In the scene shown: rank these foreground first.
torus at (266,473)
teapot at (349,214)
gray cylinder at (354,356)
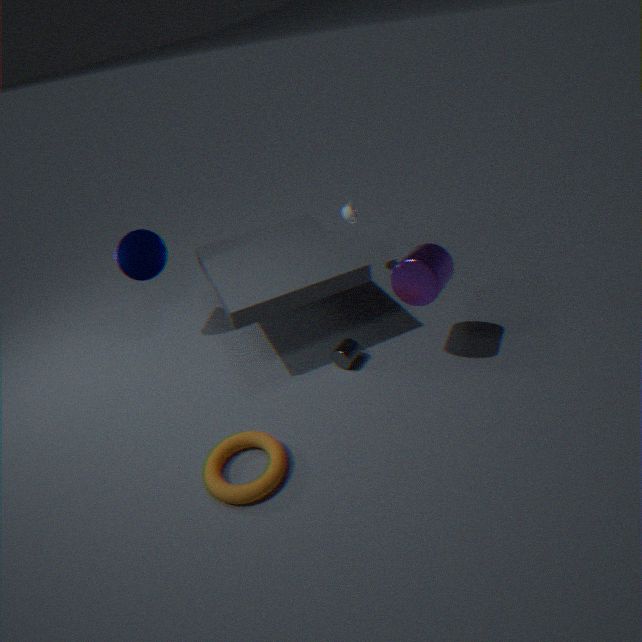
1. torus at (266,473)
2. gray cylinder at (354,356)
3. teapot at (349,214)
